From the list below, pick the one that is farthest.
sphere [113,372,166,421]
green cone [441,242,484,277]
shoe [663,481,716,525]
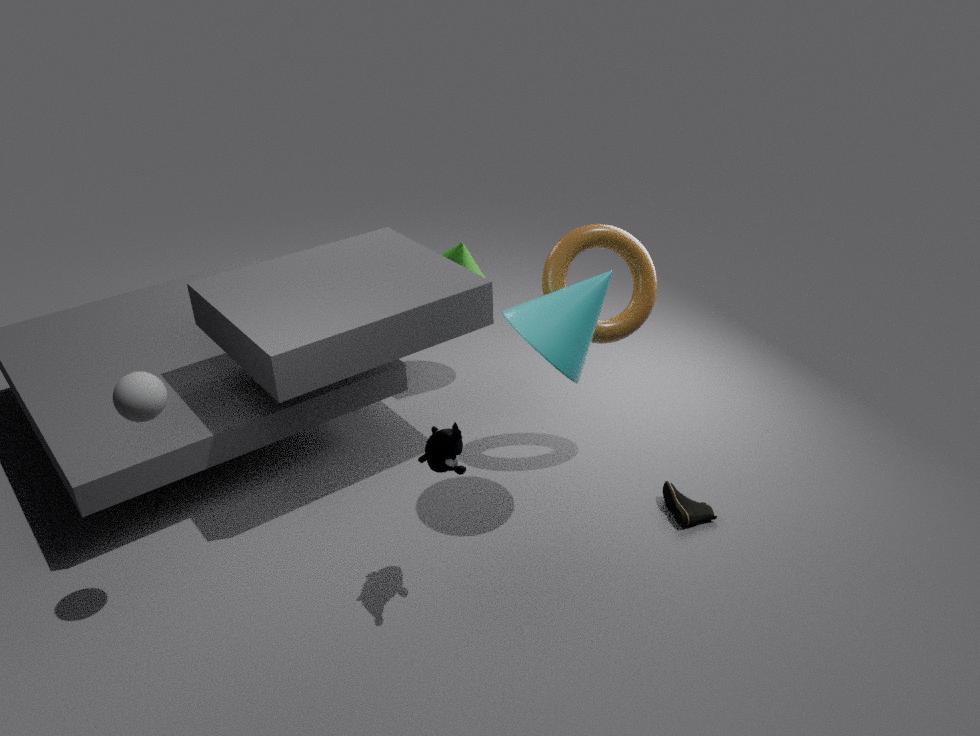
green cone [441,242,484,277]
